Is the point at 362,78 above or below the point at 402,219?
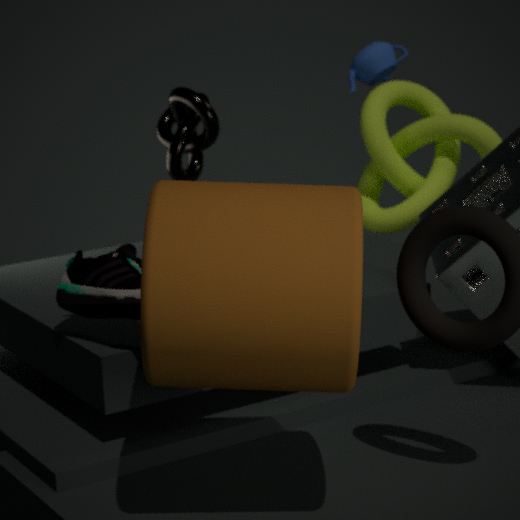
above
